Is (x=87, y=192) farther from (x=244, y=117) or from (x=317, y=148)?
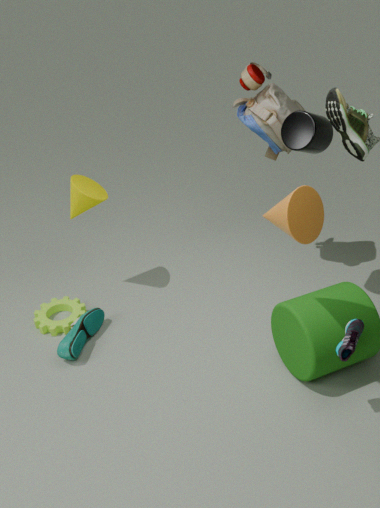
(x=317, y=148)
